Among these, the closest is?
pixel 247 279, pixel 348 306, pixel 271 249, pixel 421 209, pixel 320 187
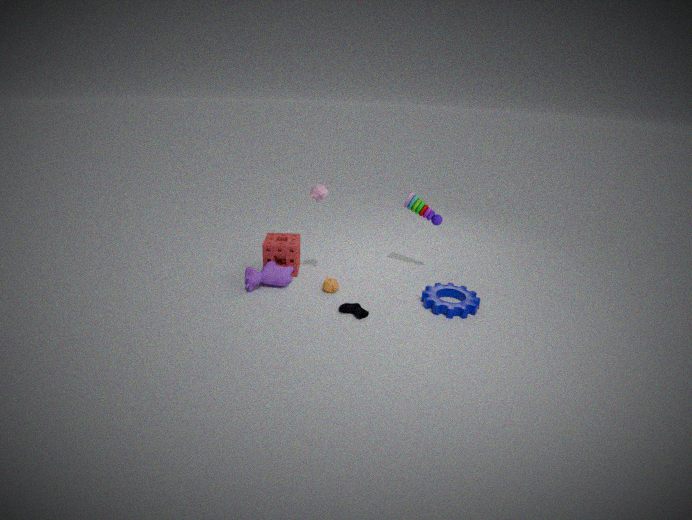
pixel 348 306
